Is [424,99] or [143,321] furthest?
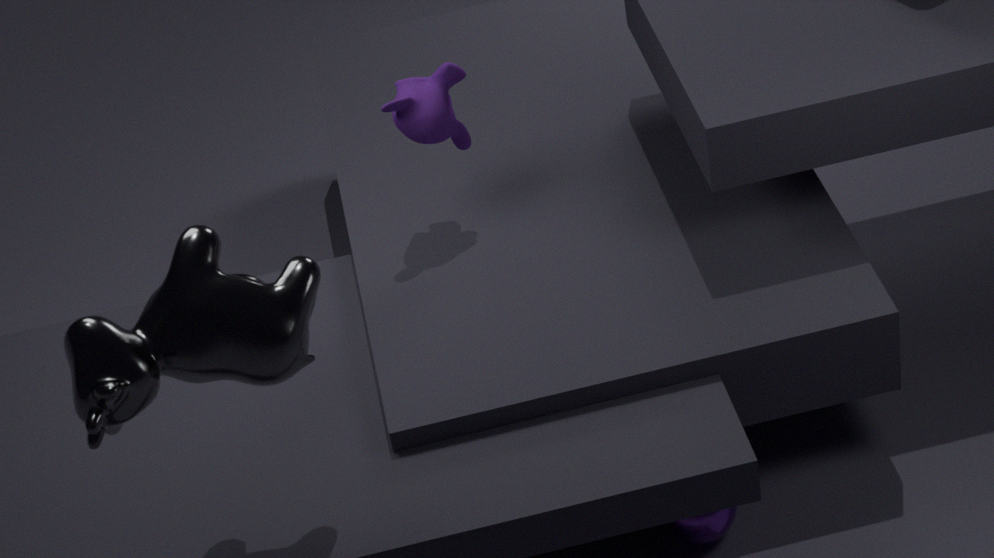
[424,99]
